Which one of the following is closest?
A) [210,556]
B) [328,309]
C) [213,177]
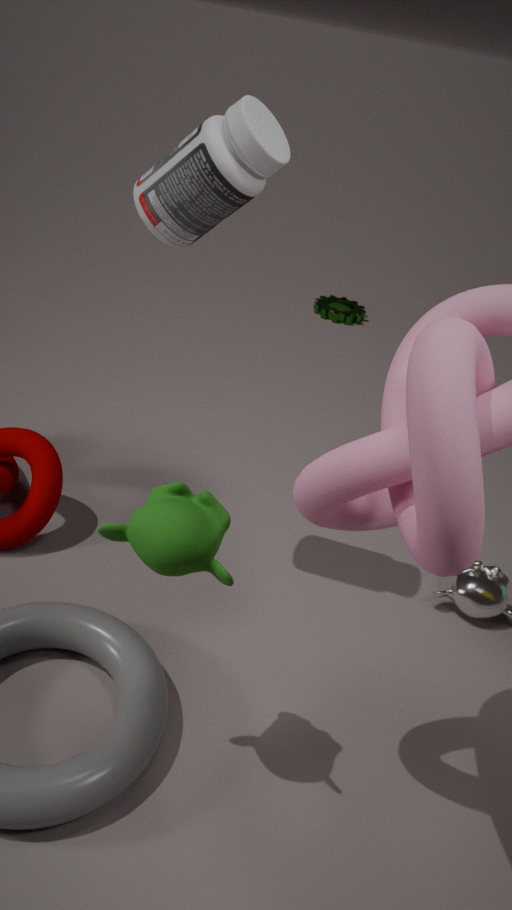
[210,556]
